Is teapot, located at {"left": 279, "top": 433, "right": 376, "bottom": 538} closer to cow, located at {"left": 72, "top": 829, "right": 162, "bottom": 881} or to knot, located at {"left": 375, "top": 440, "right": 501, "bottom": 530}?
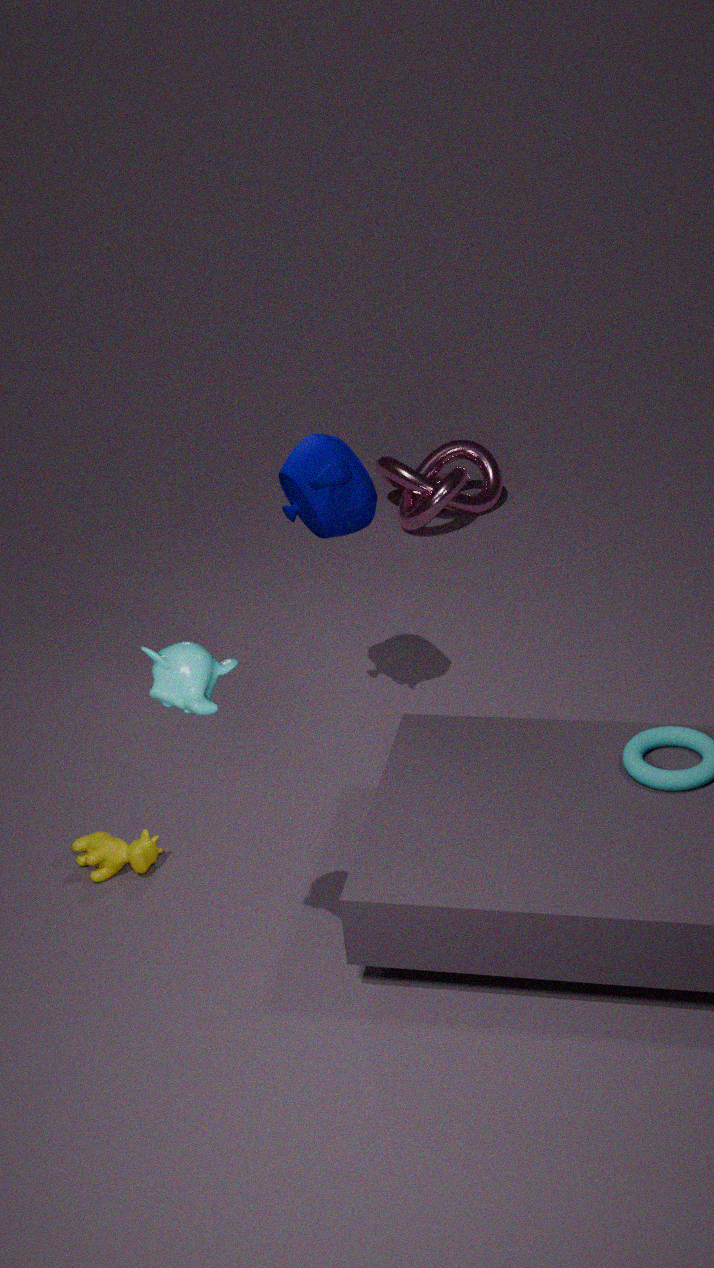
cow, located at {"left": 72, "top": 829, "right": 162, "bottom": 881}
